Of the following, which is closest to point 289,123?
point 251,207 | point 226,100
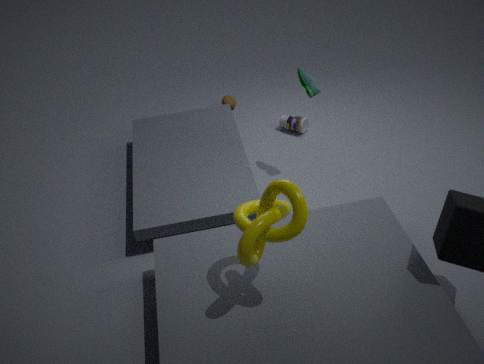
point 226,100
